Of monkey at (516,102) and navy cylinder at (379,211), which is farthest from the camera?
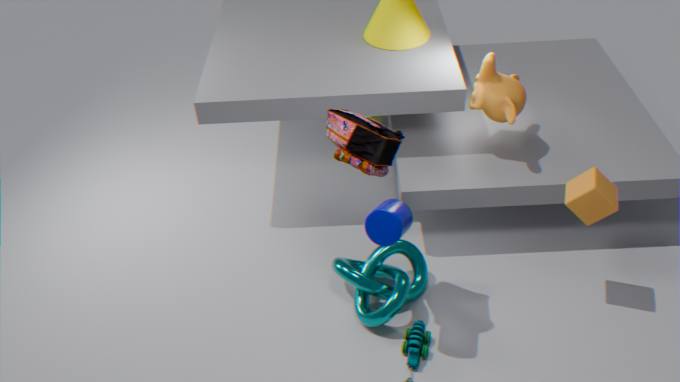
monkey at (516,102)
